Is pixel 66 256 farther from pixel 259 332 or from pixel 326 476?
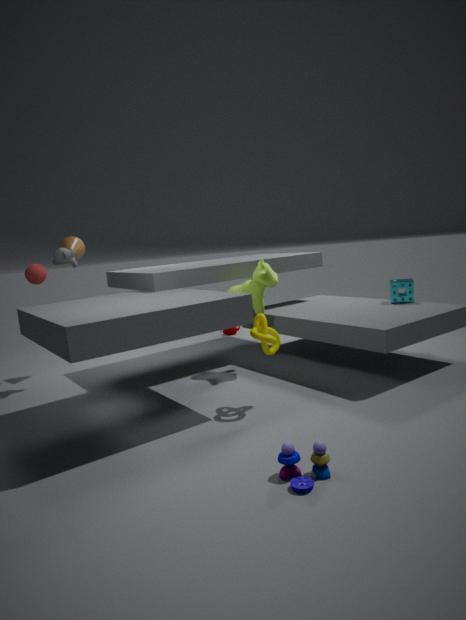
pixel 326 476
